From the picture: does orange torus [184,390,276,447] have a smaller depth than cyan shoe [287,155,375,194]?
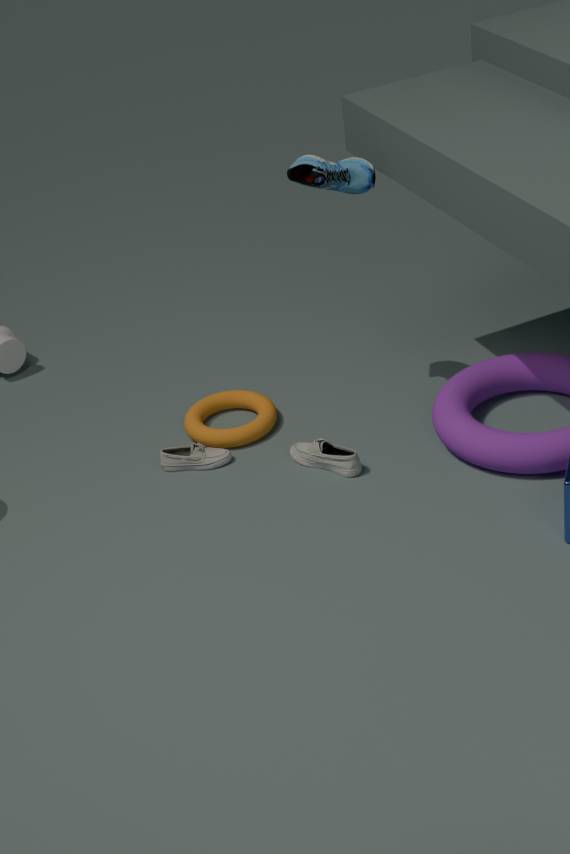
No
